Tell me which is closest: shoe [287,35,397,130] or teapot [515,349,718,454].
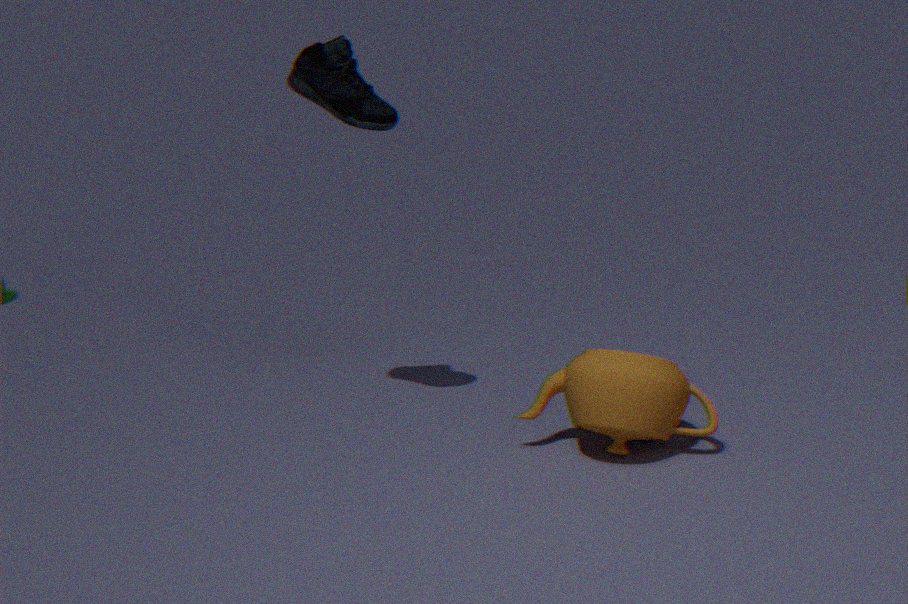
teapot [515,349,718,454]
